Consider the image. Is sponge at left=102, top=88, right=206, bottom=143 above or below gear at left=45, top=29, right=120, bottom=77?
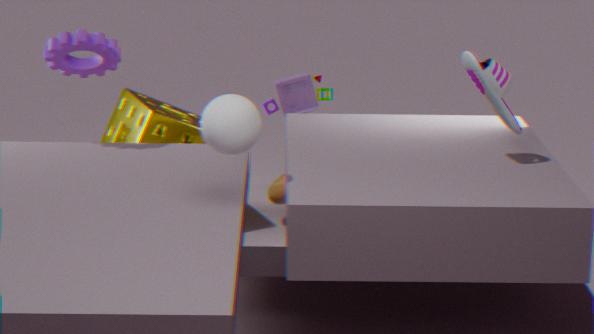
below
